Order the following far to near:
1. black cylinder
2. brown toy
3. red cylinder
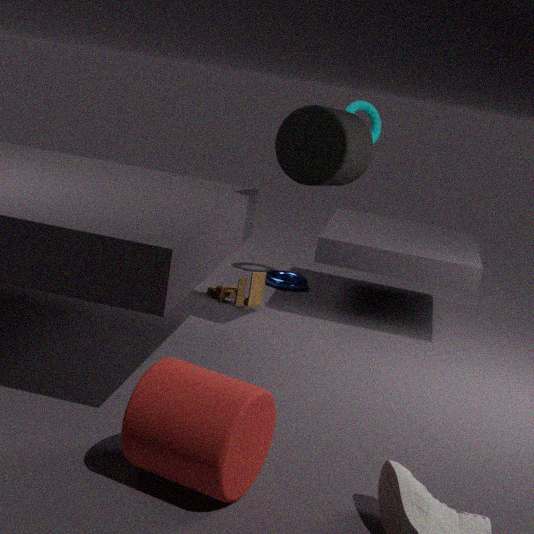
brown toy < black cylinder < red cylinder
